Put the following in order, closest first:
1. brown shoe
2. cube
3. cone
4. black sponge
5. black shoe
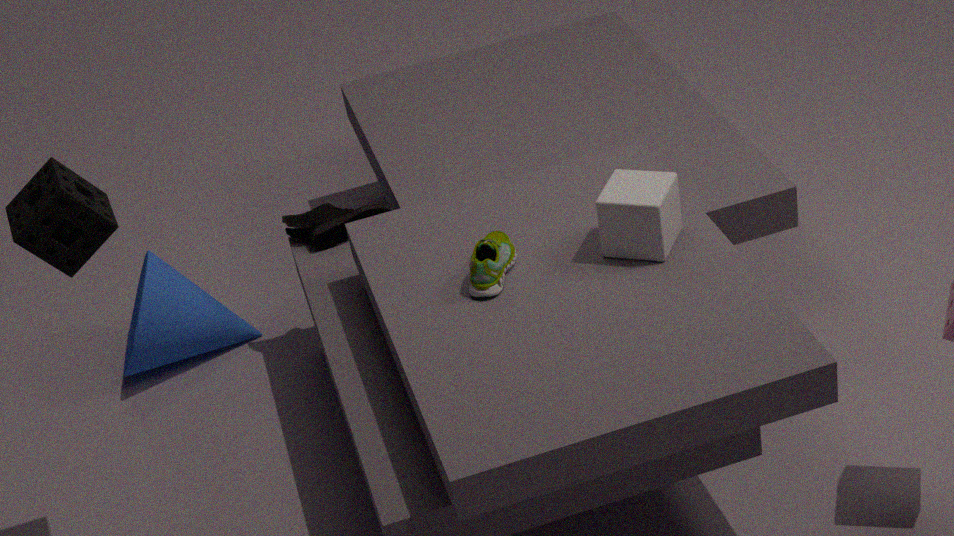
black sponge, cube, brown shoe, black shoe, cone
